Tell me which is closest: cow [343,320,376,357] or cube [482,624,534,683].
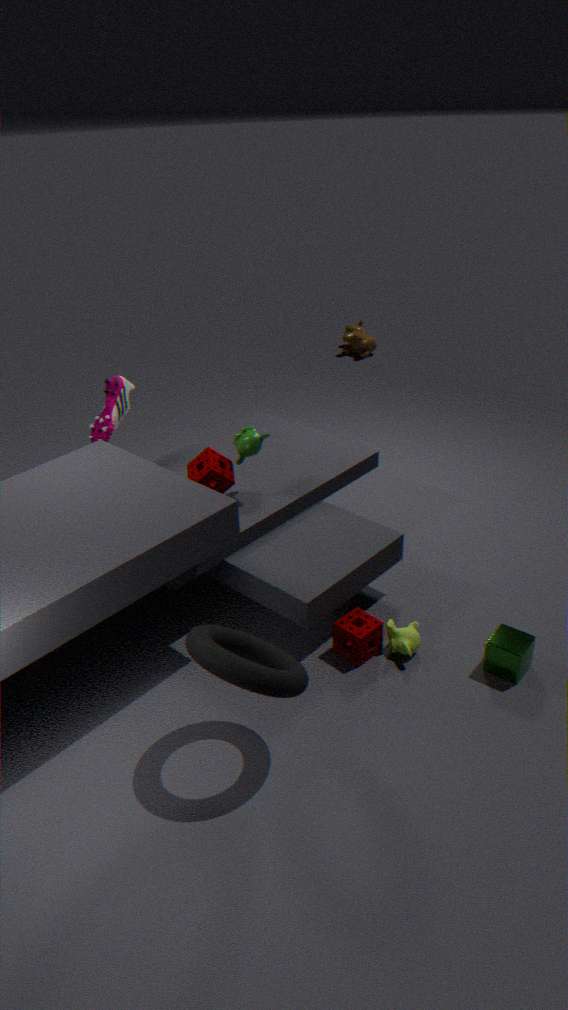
cube [482,624,534,683]
